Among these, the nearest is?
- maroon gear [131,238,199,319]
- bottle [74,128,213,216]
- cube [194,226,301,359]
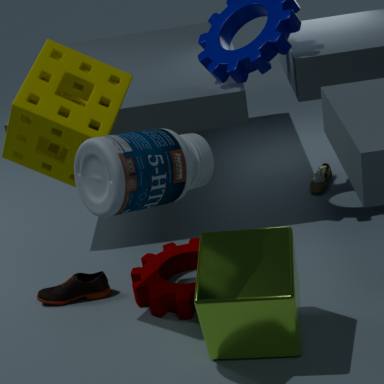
bottle [74,128,213,216]
